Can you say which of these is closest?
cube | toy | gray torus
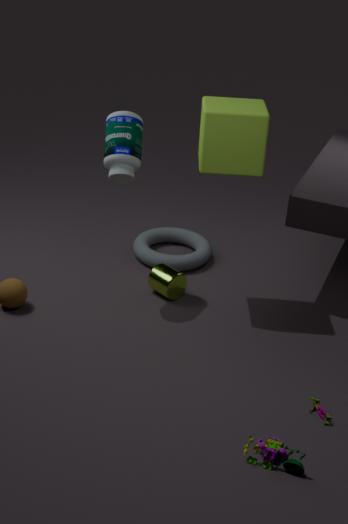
toy
